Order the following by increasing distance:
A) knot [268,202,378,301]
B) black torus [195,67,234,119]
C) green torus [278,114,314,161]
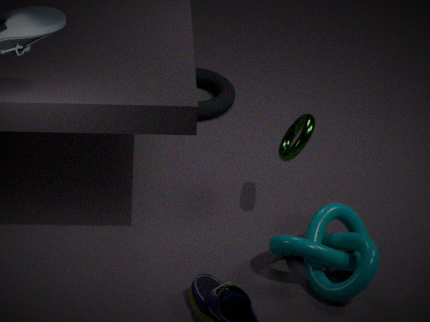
1. knot [268,202,378,301]
2. green torus [278,114,314,161]
3. black torus [195,67,234,119]
